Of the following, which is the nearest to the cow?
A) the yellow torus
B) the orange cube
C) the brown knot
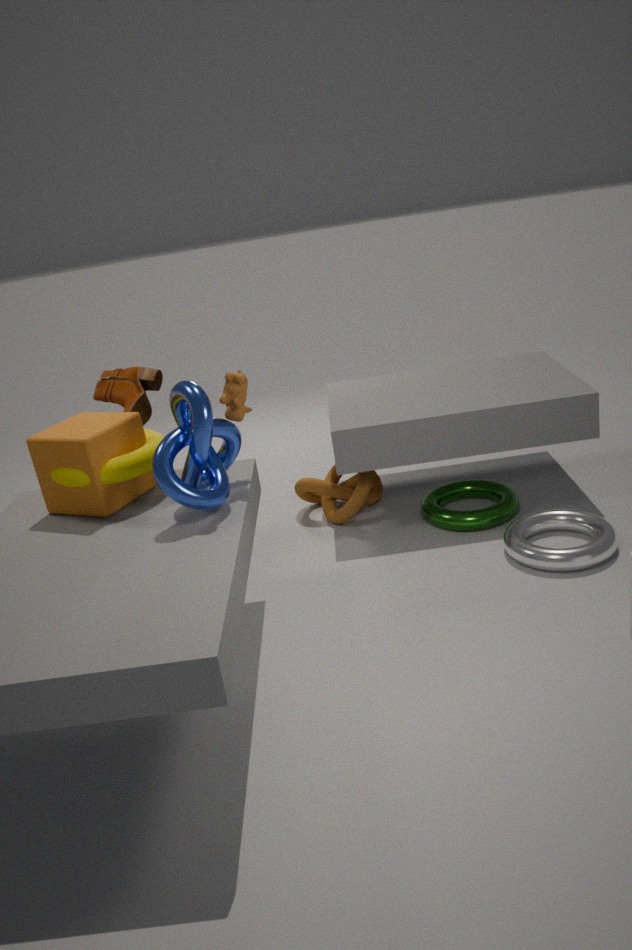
the yellow torus
